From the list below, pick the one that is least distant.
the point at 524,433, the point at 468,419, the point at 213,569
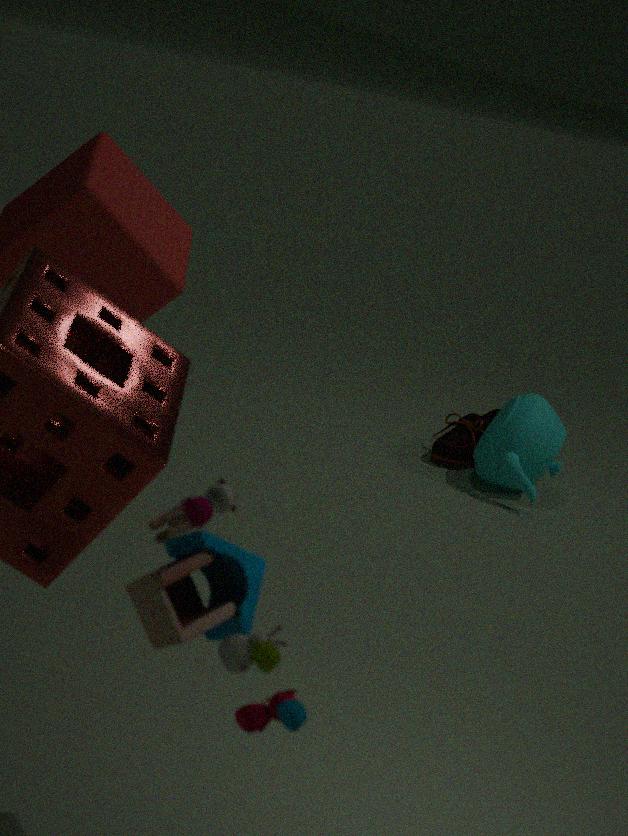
the point at 213,569
